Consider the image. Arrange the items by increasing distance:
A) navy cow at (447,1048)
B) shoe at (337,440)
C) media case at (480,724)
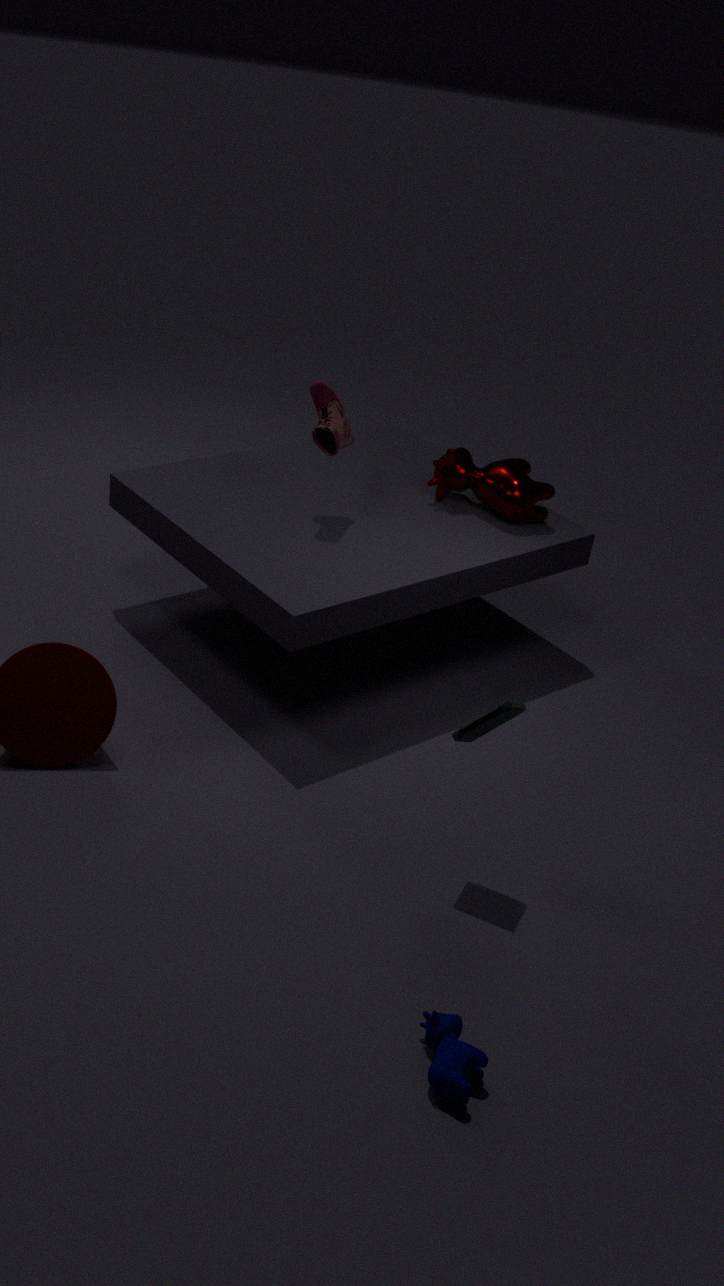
navy cow at (447,1048) < media case at (480,724) < shoe at (337,440)
